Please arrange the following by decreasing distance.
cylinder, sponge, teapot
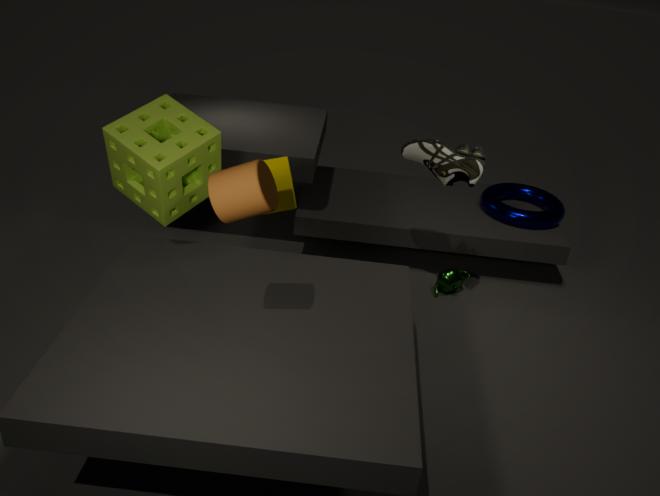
teapot, sponge, cylinder
